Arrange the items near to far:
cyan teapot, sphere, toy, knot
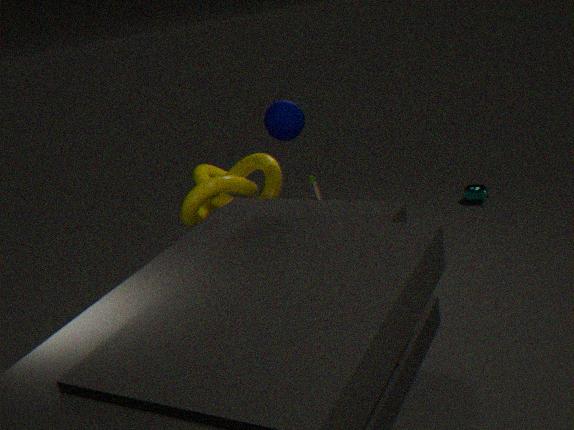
sphere → toy → knot → cyan teapot
